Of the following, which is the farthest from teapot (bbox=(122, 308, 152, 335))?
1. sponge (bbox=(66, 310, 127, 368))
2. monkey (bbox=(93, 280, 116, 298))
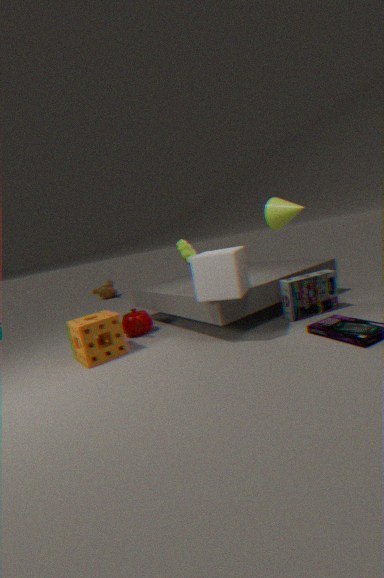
monkey (bbox=(93, 280, 116, 298))
